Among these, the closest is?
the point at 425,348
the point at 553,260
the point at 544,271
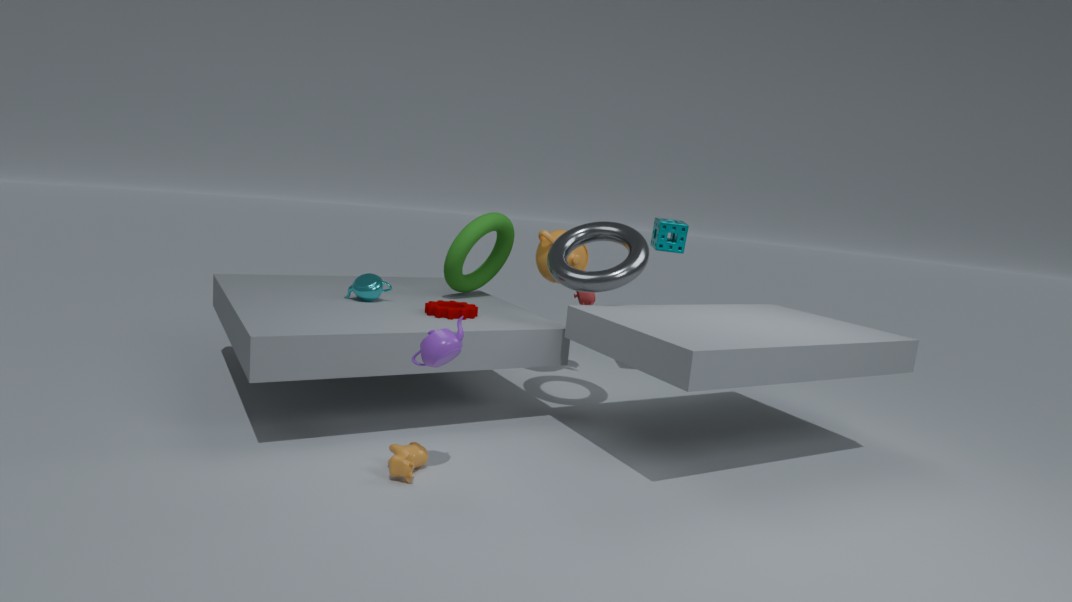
the point at 425,348
